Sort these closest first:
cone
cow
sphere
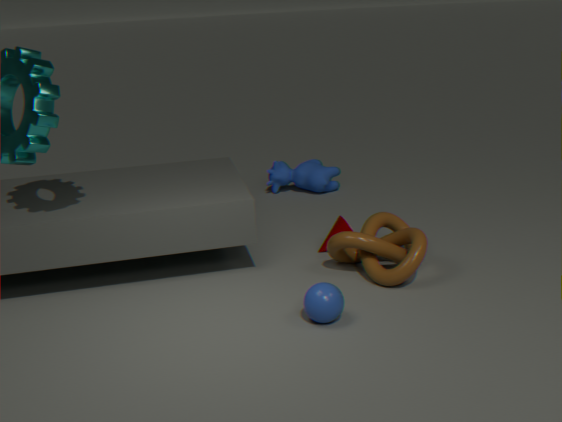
1. sphere
2. cone
3. cow
